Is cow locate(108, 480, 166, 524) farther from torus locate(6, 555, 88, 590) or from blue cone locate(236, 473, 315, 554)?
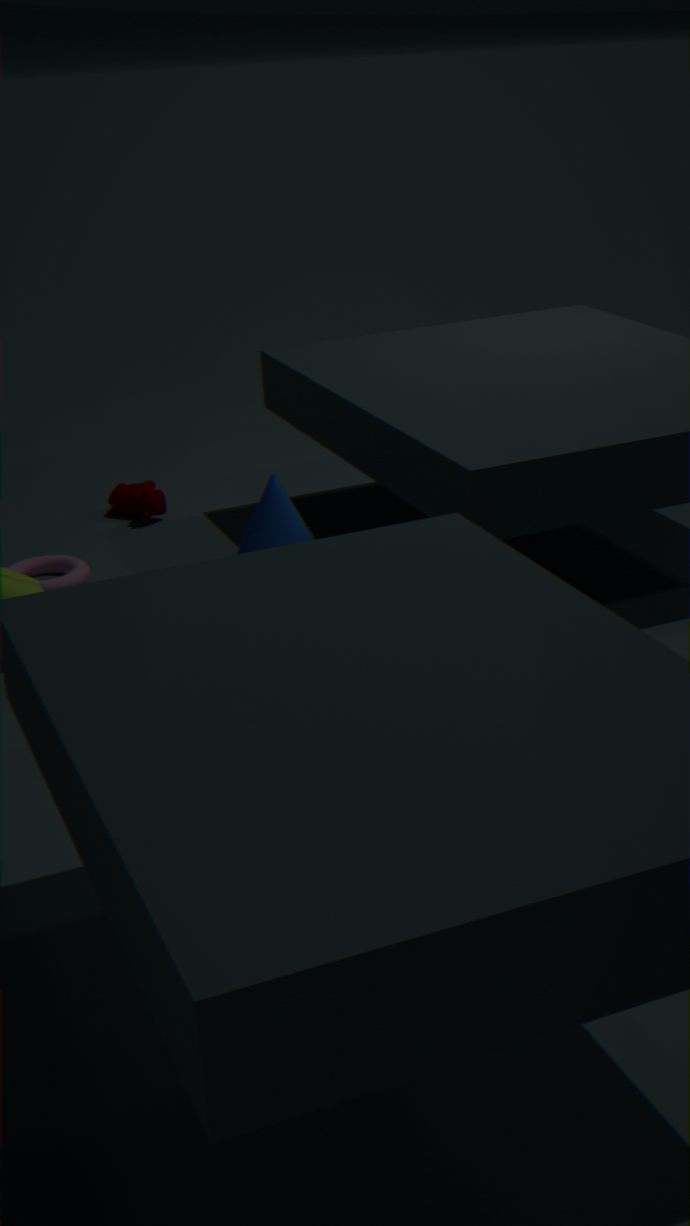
blue cone locate(236, 473, 315, 554)
